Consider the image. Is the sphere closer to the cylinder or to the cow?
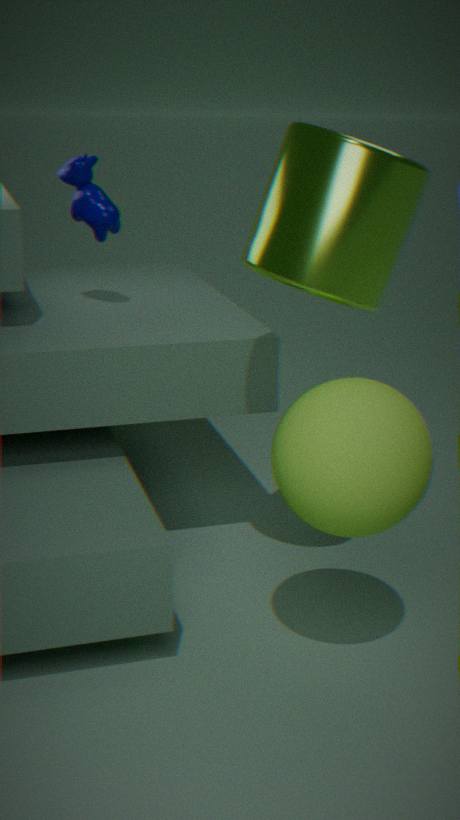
the cylinder
